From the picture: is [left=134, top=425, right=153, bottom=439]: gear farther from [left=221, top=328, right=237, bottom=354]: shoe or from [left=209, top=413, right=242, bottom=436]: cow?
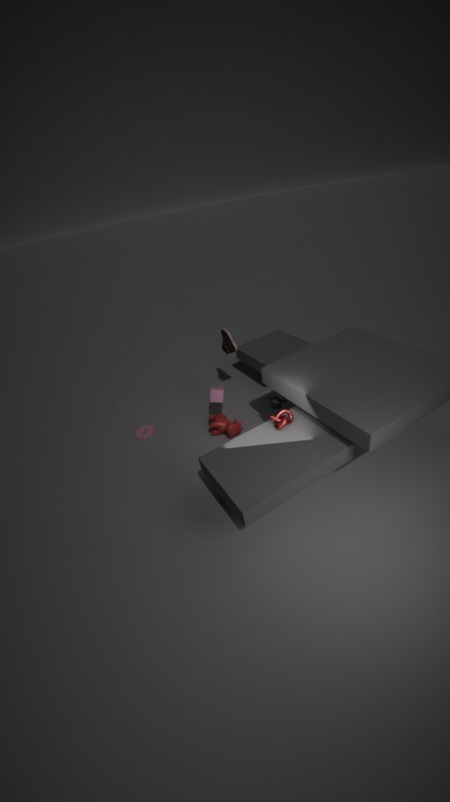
[left=221, top=328, right=237, bottom=354]: shoe
